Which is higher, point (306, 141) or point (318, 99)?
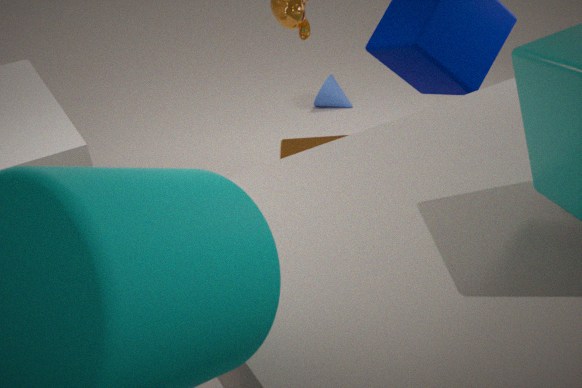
point (306, 141)
